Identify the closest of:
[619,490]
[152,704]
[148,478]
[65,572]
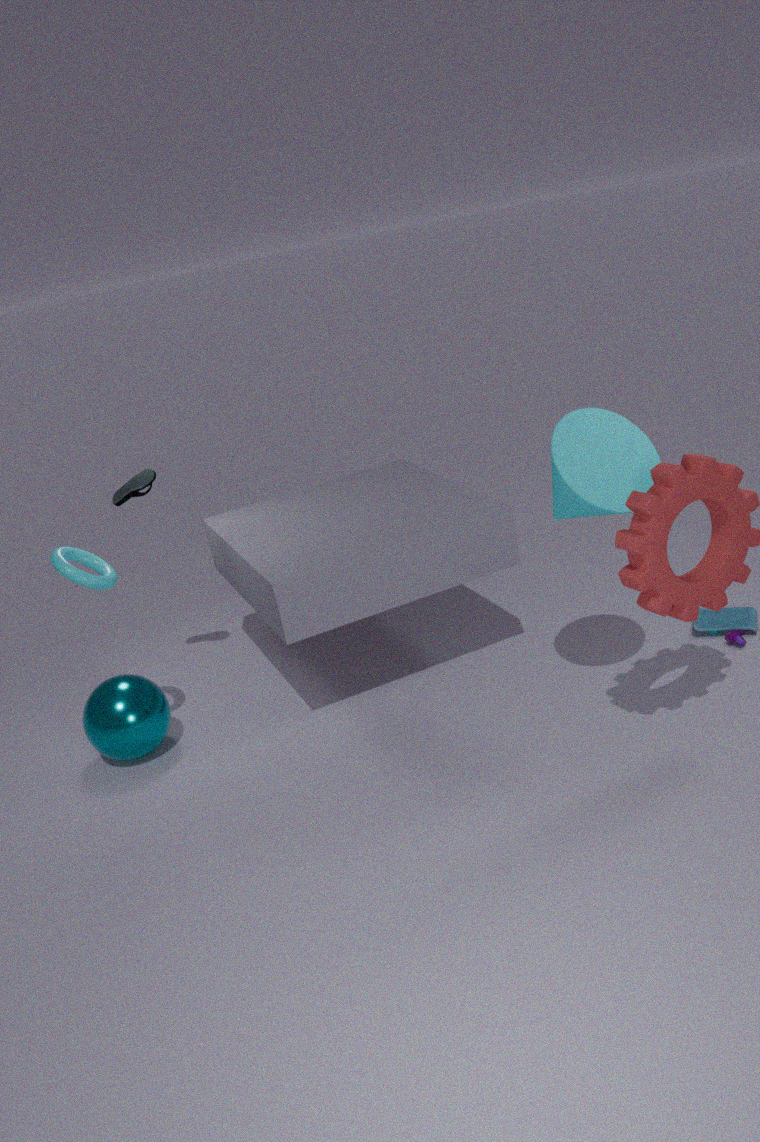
[619,490]
